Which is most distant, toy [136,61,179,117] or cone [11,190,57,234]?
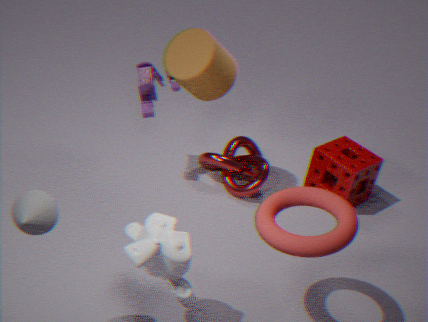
toy [136,61,179,117]
